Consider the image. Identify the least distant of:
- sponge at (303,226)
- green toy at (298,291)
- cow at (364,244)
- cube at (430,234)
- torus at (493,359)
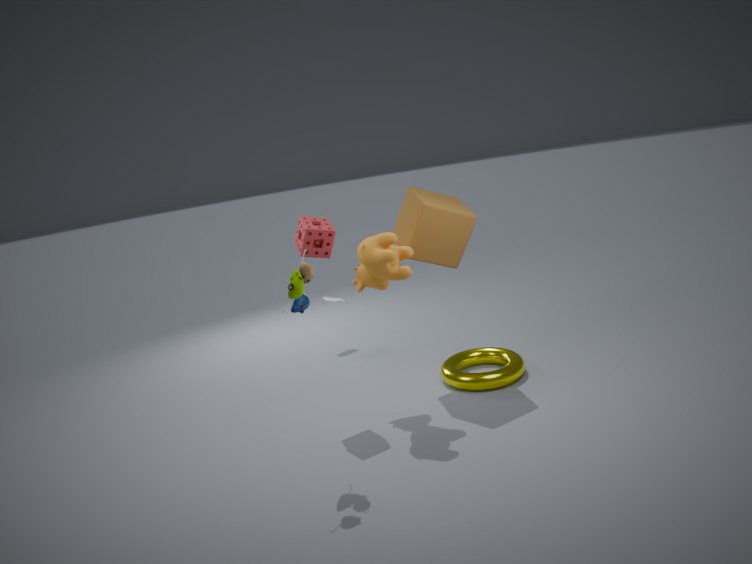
green toy at (298,291)
